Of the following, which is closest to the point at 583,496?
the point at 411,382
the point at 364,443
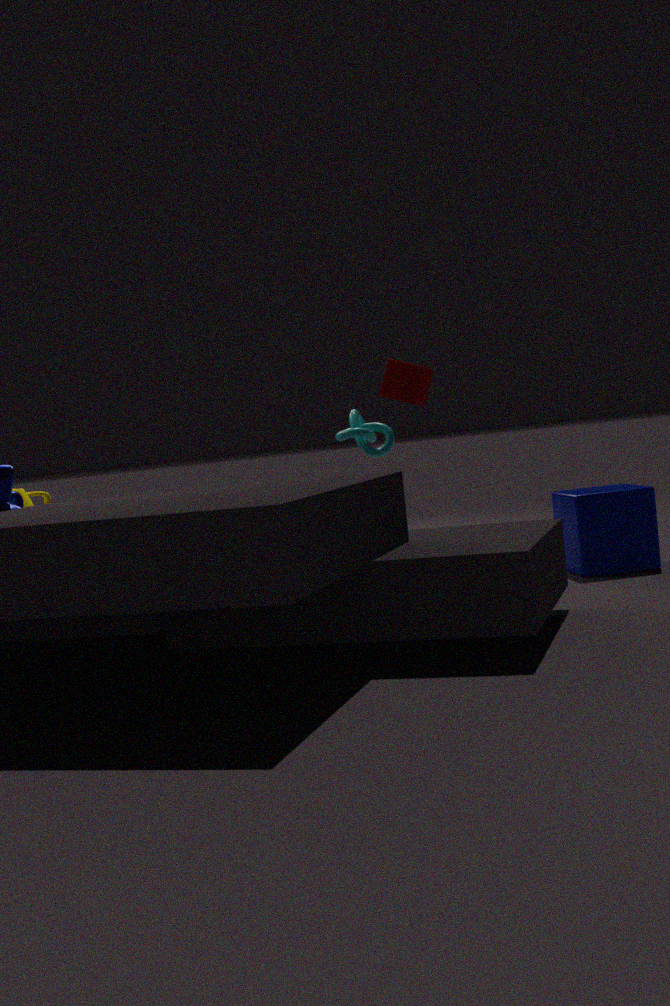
the point at 411,382
